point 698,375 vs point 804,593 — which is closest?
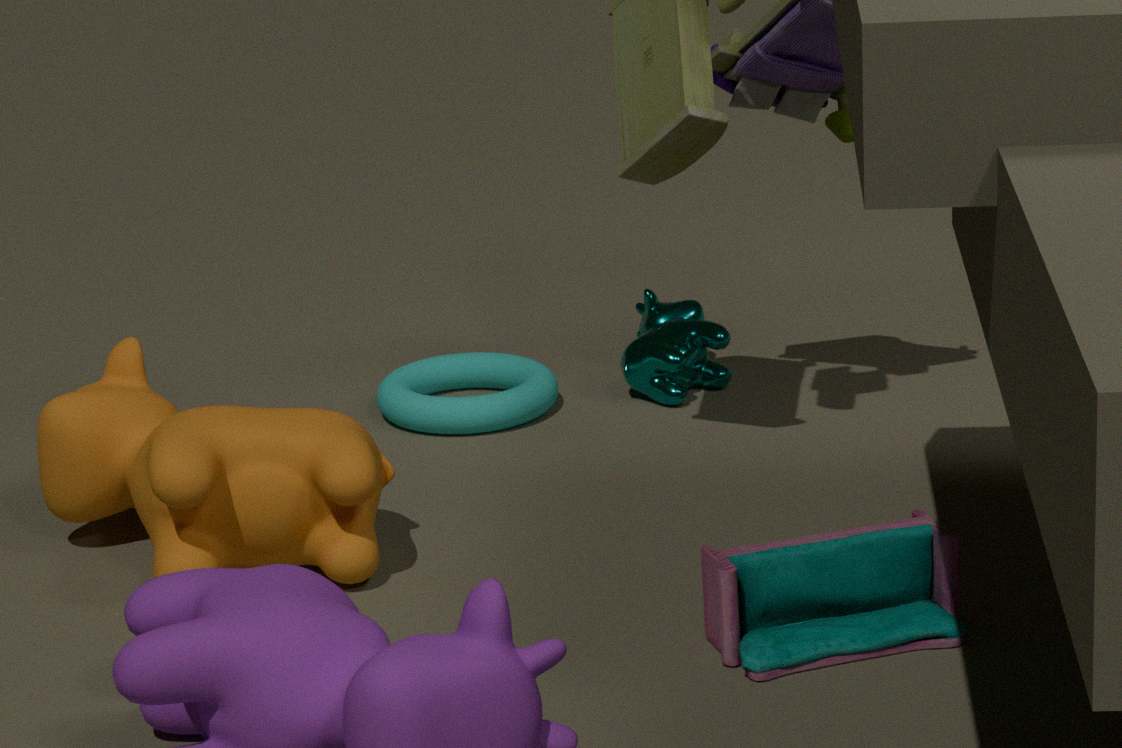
point 804,593
